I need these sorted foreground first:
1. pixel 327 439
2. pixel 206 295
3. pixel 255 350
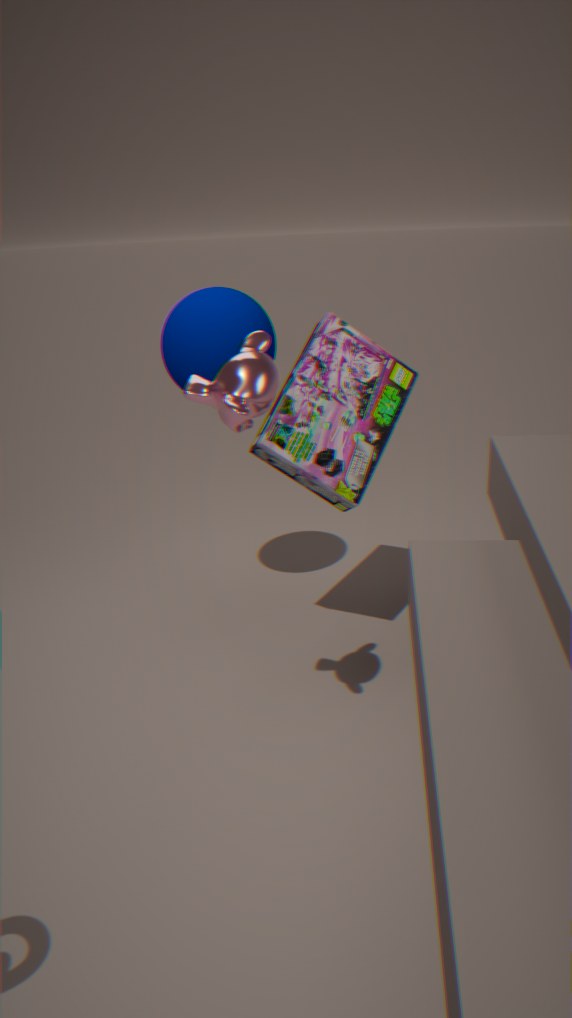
pixel 255 350 → pixel 327 439 → pixel 206 295
